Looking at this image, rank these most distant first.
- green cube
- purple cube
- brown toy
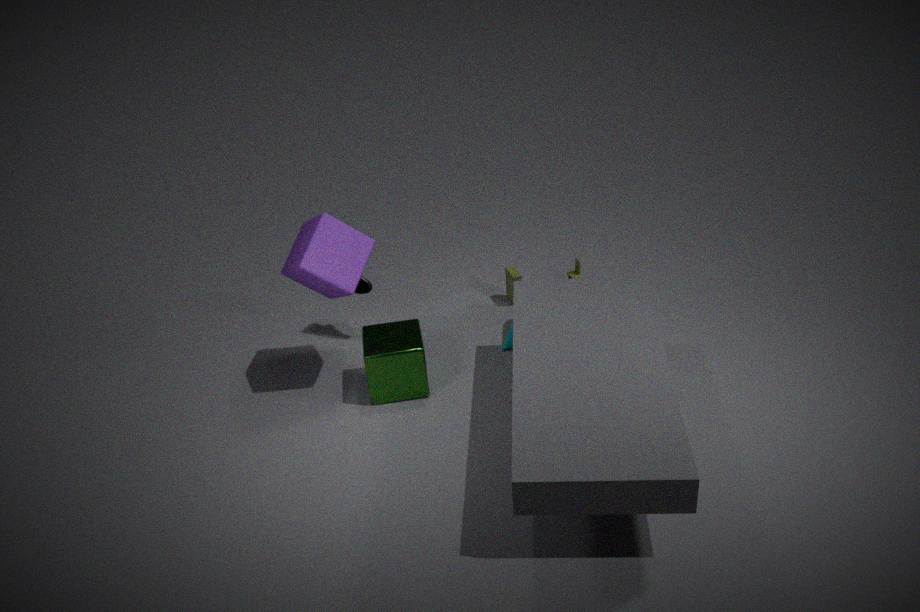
brown toy
green cube
purple cube
